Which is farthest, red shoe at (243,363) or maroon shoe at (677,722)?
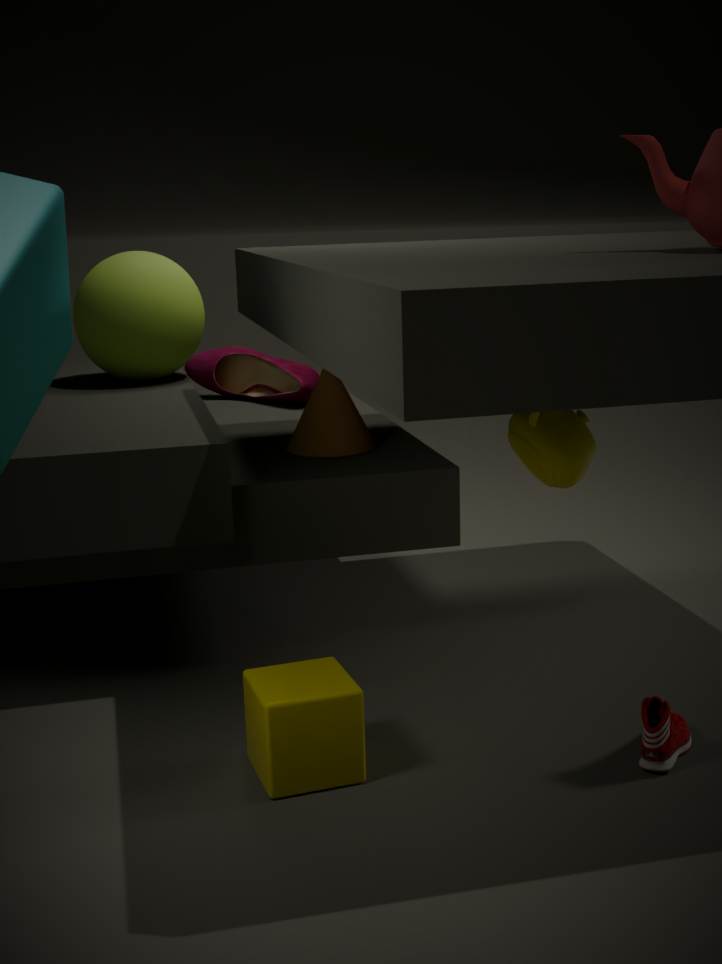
red shoe at (243,363)
